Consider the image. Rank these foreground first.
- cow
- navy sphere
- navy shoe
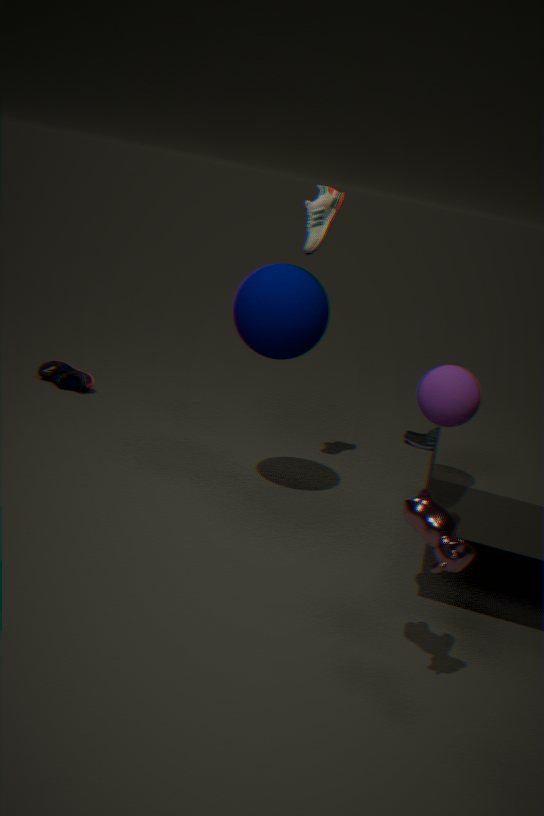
cow → navy sphere → navy shoe
